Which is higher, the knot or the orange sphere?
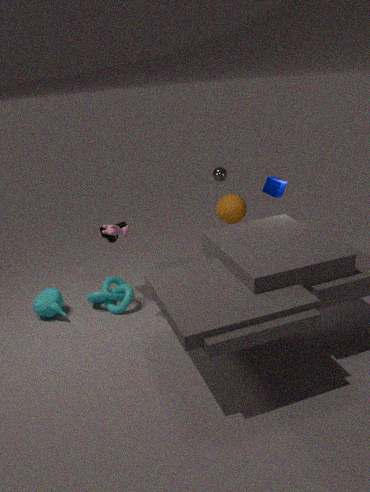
the orange sphere
